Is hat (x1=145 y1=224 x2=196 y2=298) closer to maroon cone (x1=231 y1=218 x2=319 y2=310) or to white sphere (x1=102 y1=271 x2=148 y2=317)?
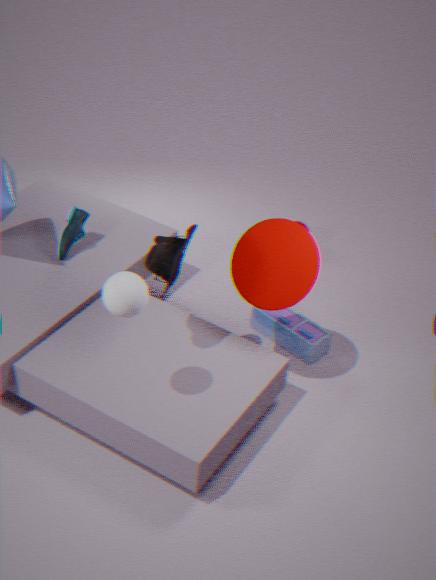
maroon cone (x1=231 y1=218 x2=319 y2=310)
